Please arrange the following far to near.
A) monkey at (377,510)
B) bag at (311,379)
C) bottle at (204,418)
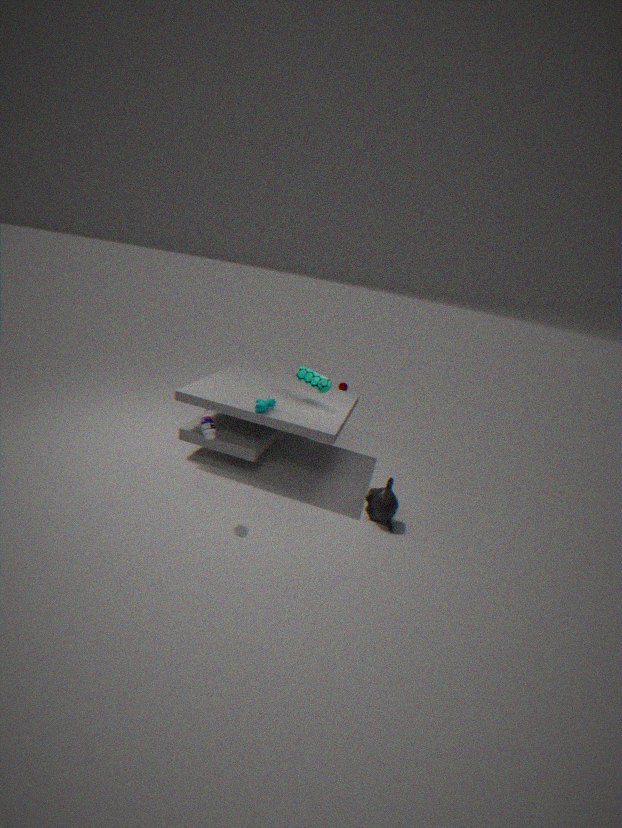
bag at (311,379) < monkey at (377,510) < bottle at (204,418)
